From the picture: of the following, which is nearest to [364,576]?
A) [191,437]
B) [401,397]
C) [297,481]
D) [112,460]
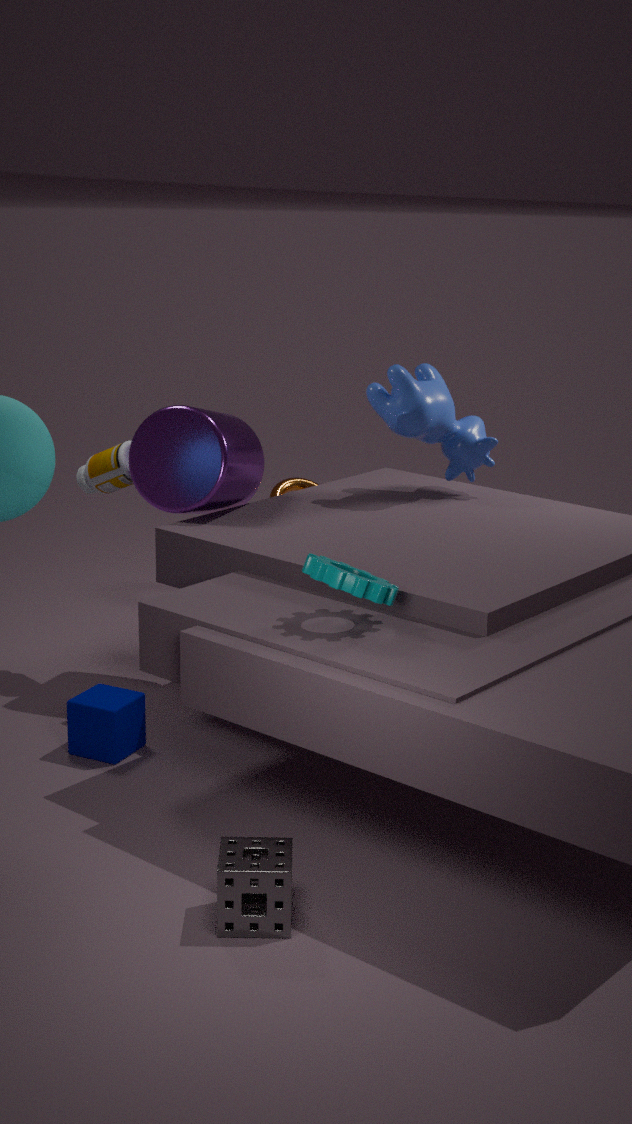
[191,437]
